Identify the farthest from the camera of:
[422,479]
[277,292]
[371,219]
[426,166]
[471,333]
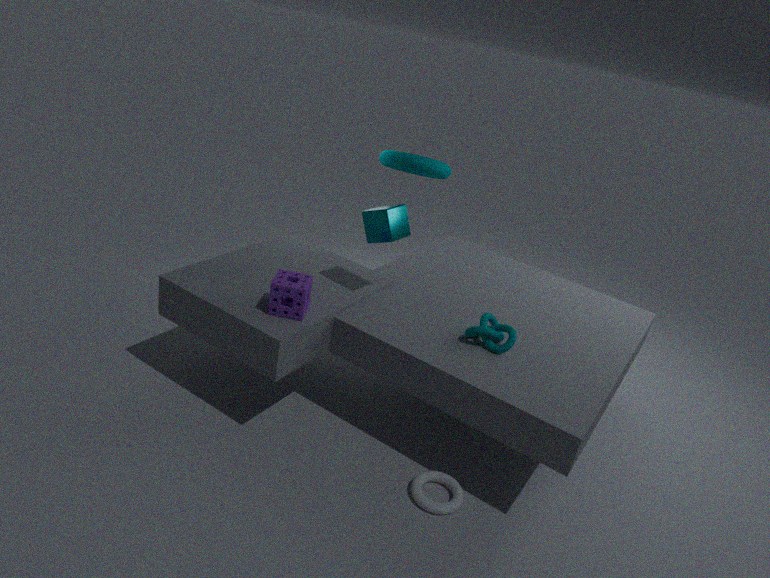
[426,166]
